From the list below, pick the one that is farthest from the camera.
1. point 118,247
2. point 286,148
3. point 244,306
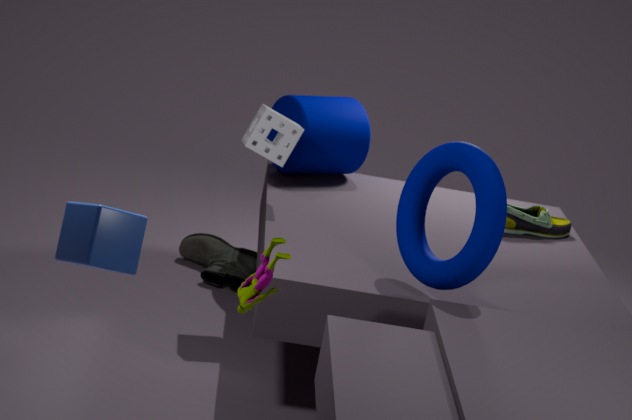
point 286,148
